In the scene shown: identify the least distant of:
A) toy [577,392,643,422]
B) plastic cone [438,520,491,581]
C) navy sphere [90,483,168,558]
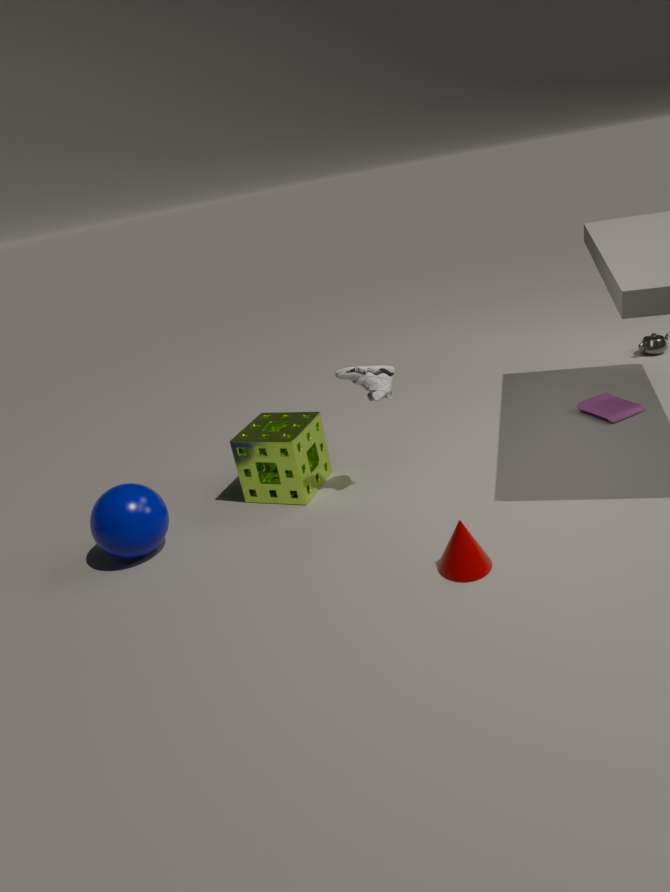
plastic cone [438,520,491,581]
